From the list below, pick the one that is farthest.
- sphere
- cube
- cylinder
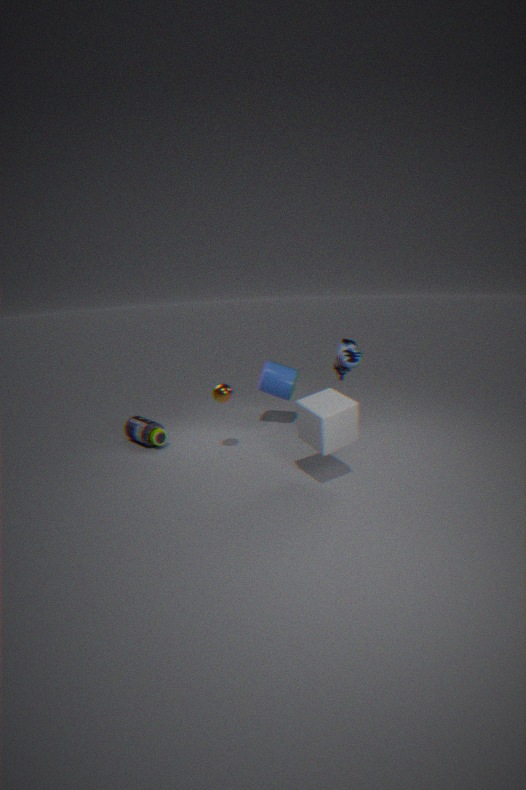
cylinder
